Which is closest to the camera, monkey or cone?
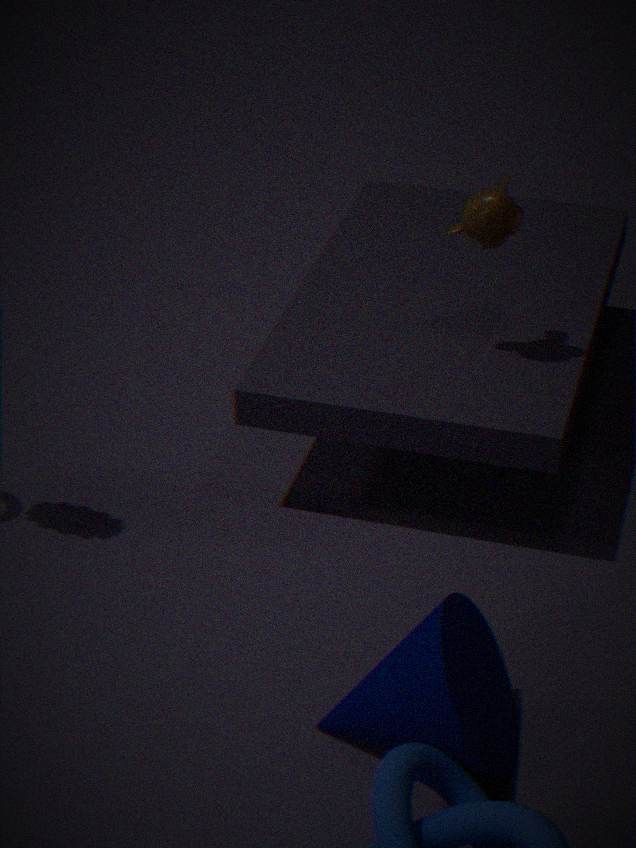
cone
